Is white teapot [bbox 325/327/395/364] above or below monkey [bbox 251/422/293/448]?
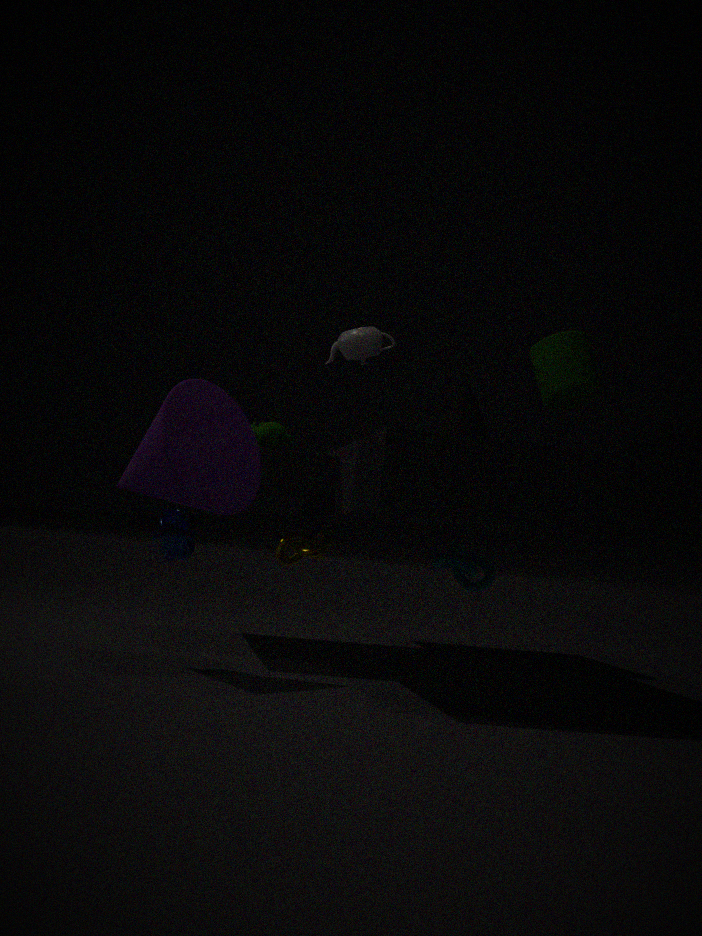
above
